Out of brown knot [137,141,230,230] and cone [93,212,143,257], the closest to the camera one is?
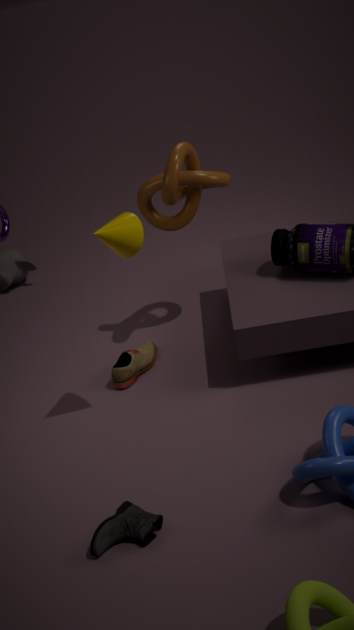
cone [93,212,143,257]
